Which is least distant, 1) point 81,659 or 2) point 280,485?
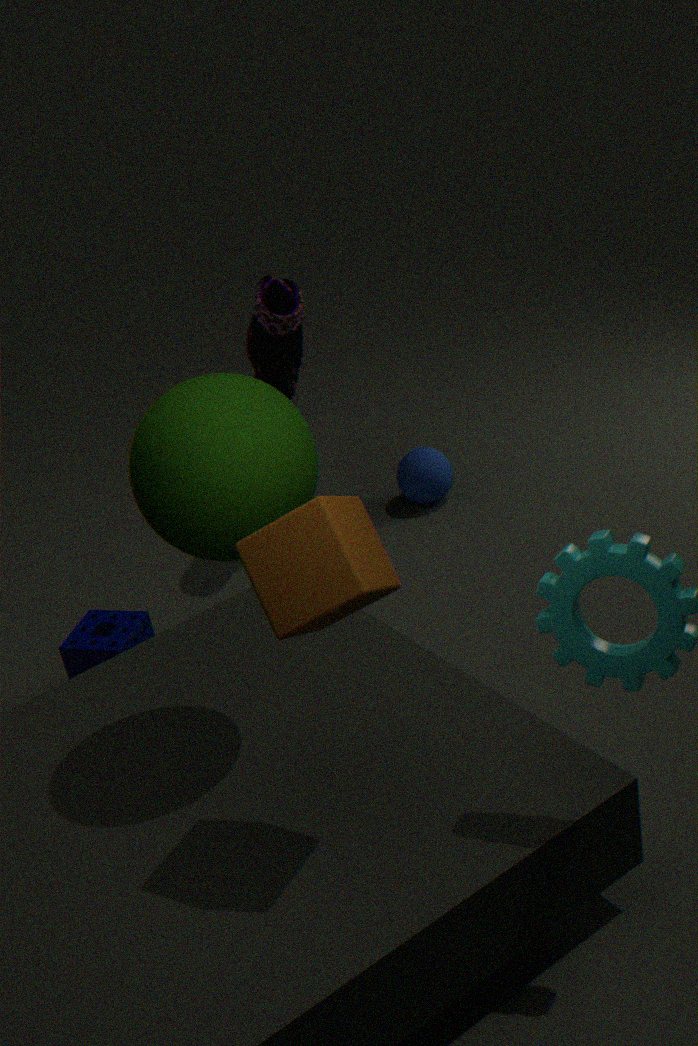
2. point 280,485
